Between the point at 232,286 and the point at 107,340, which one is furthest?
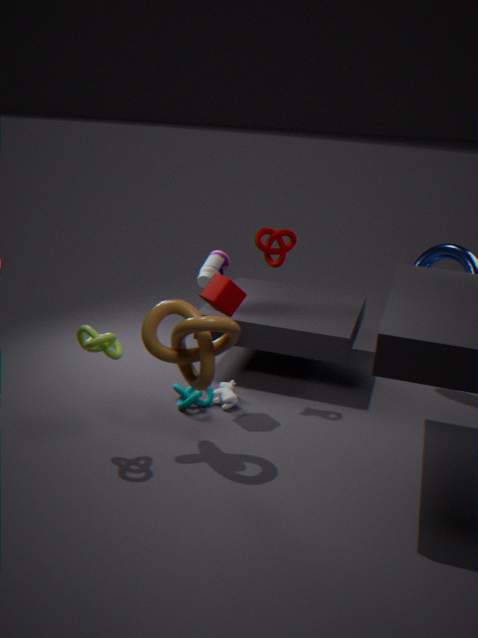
the point at 232,286
